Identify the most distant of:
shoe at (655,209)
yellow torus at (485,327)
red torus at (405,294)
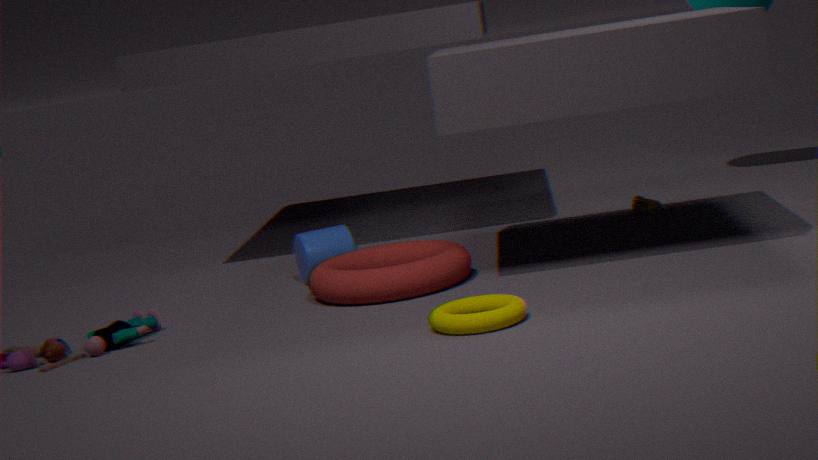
shoe at (655,209)
